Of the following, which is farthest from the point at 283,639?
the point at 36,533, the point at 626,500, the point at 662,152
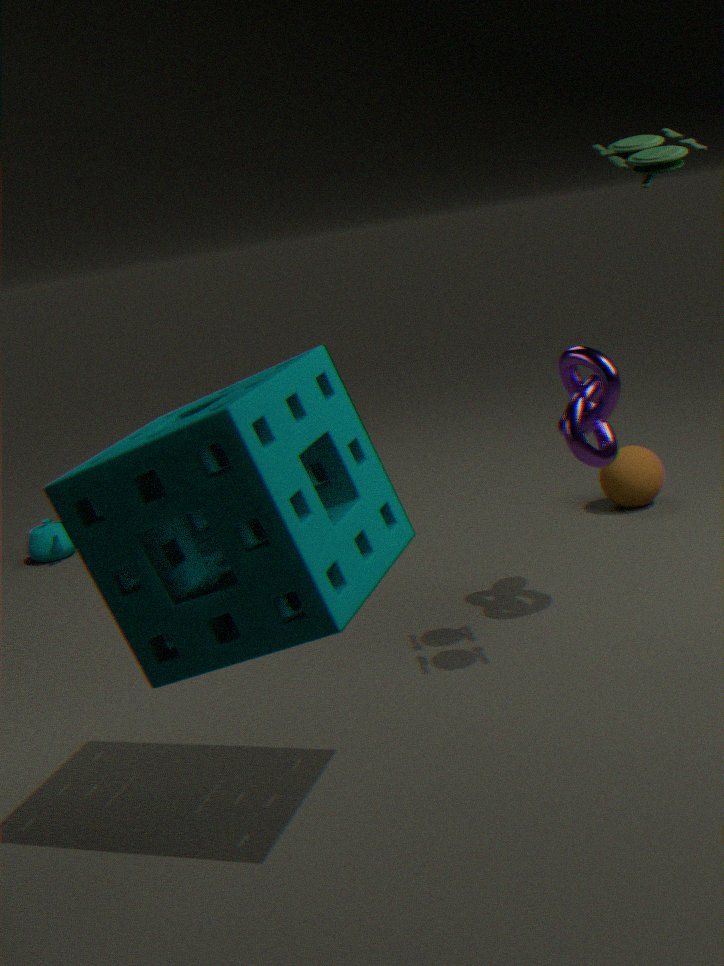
the point at 36,533
